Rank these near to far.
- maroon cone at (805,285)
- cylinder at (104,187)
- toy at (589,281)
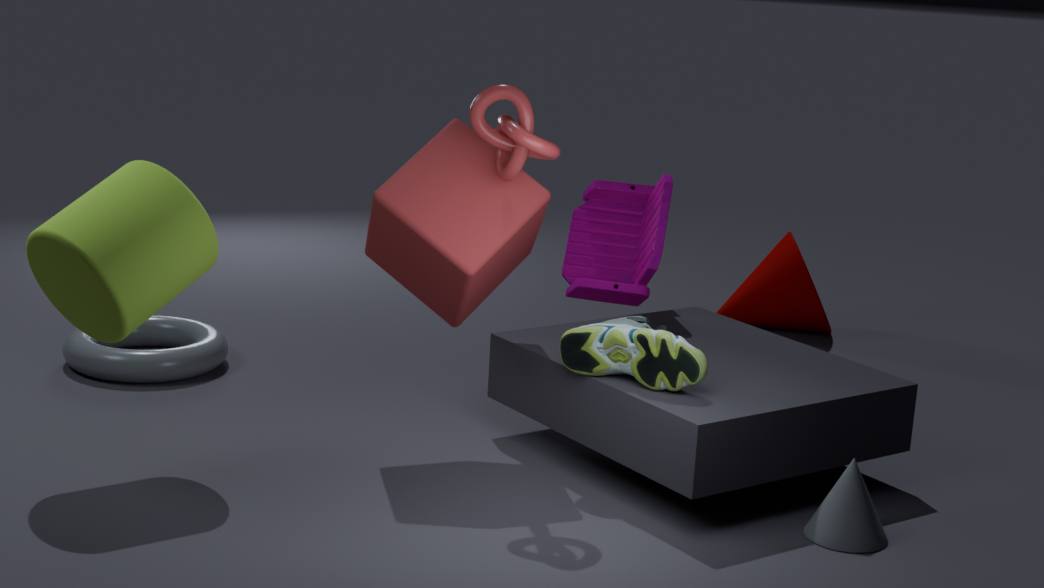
cylinder at (104,187) < toy at (589,281) < maroon cone at (805,285)
